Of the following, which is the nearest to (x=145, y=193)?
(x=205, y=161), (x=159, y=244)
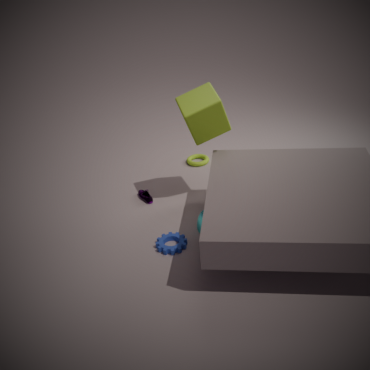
(x=159, y=244)
